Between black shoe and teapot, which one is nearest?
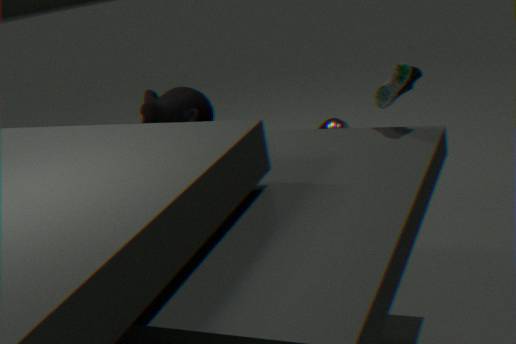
black shoe
